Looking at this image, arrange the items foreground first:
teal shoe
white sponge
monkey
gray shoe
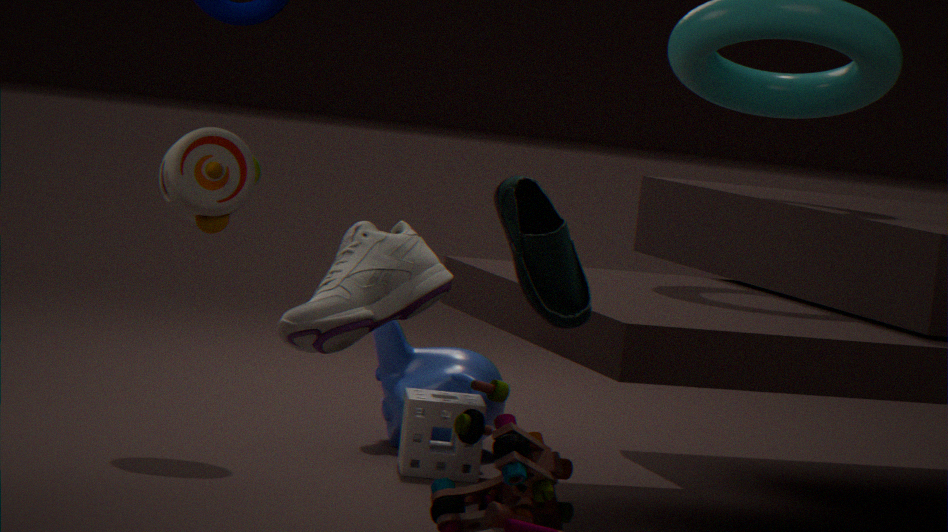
teal shoe, gray shoe, white sponge, monkey
